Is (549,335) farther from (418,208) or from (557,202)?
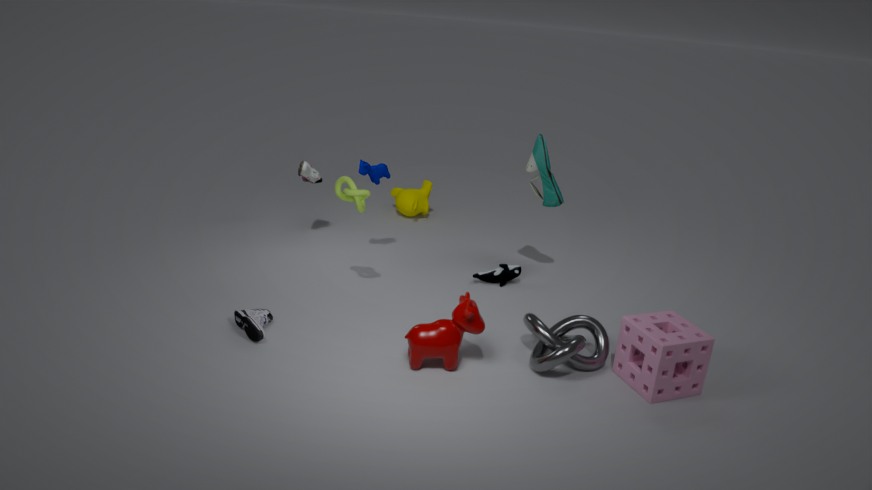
(418,208)
